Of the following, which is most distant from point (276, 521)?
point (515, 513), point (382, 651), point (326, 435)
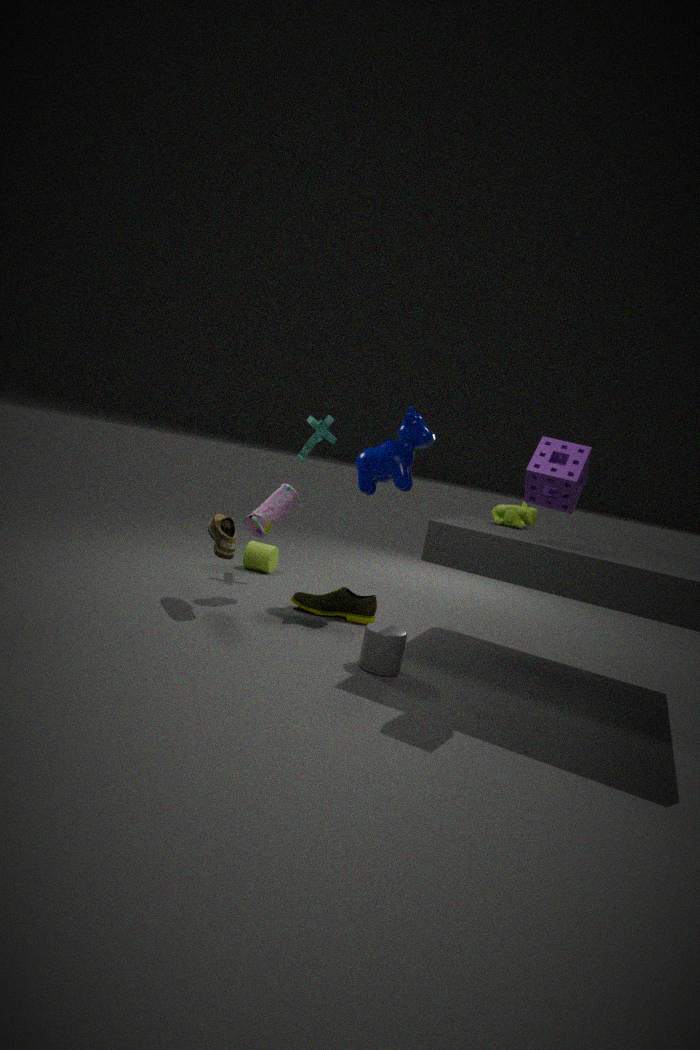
point (515, 513)
